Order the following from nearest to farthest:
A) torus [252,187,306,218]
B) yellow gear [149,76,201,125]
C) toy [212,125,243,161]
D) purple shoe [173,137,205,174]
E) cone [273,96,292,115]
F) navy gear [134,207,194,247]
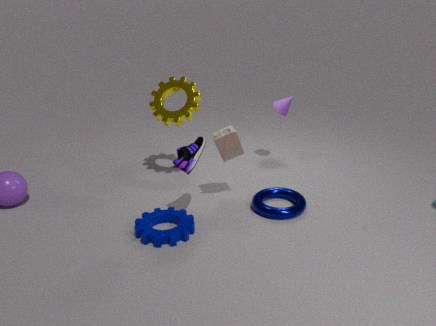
purple shoe [173,137,205,174] → navy gear [134,207,194,247] → toy [212,125,243,161] → torus [252,187,306,218] → yellow gear [149,76,201,125] → cone [273,96,292,115]
